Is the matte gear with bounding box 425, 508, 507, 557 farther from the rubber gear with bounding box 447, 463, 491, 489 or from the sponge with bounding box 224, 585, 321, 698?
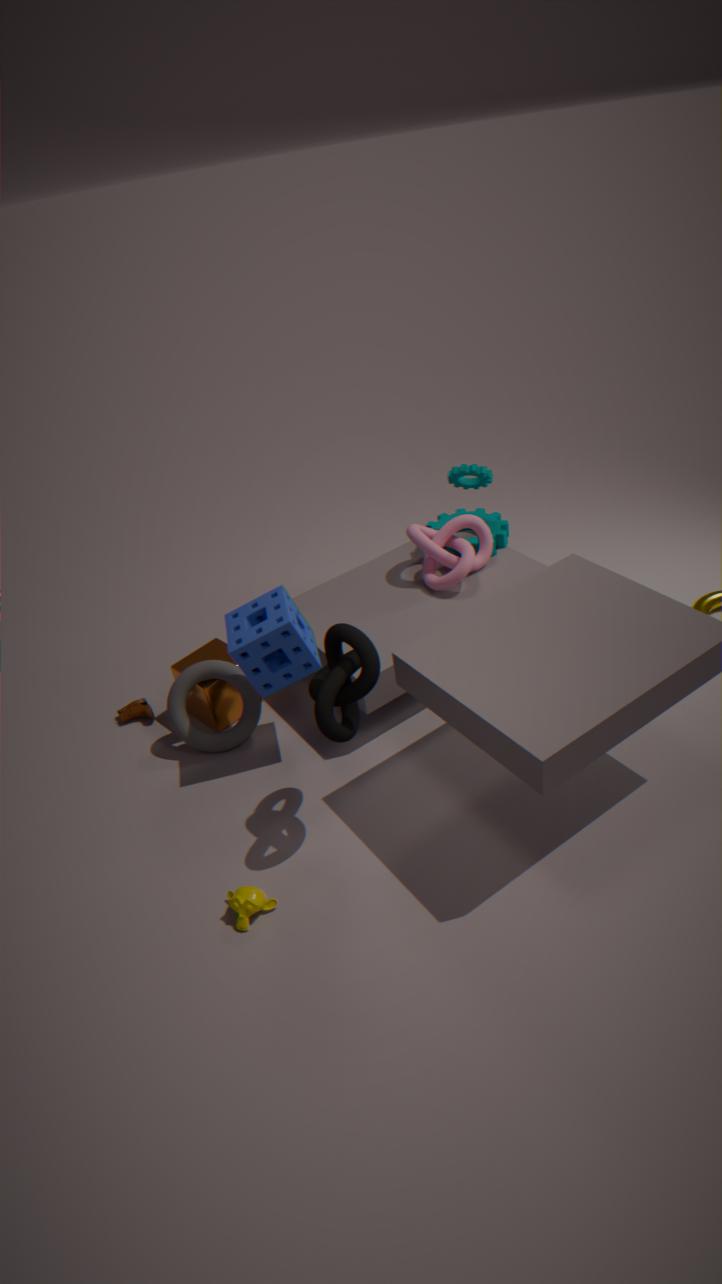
the sponge with bounding box 224, 585, 321, 698
